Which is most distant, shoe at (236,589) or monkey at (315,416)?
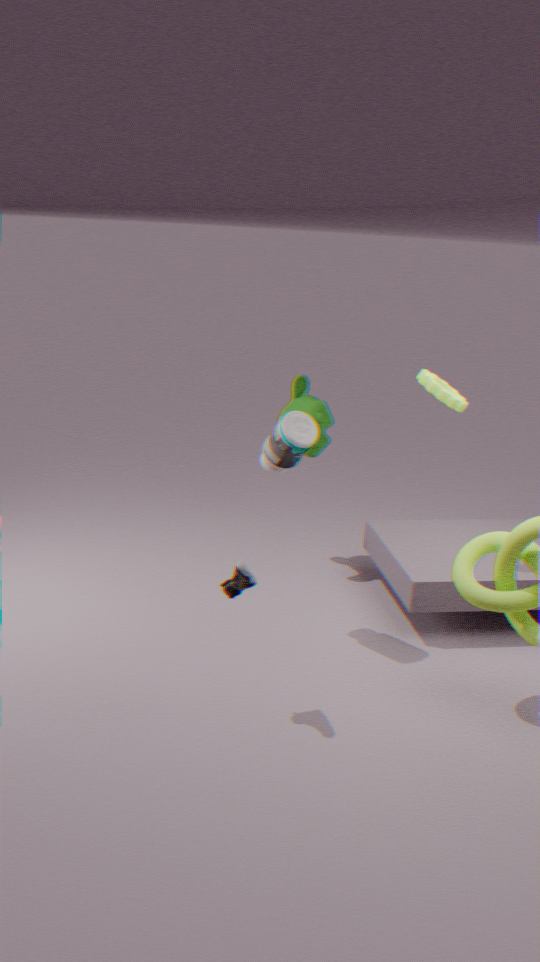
monkey at (315,416)
